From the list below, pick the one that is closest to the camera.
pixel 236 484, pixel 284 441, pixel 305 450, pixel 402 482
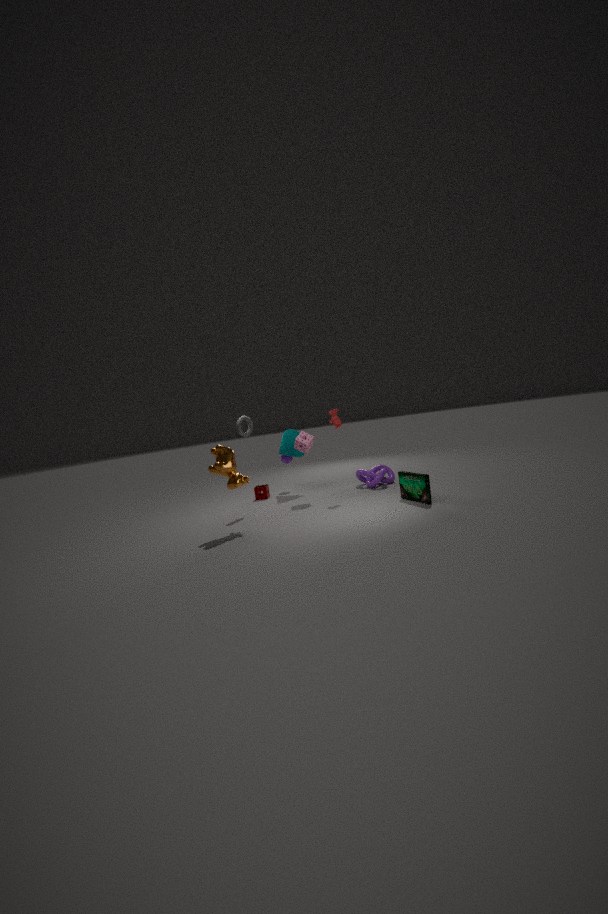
pixel 236 484
